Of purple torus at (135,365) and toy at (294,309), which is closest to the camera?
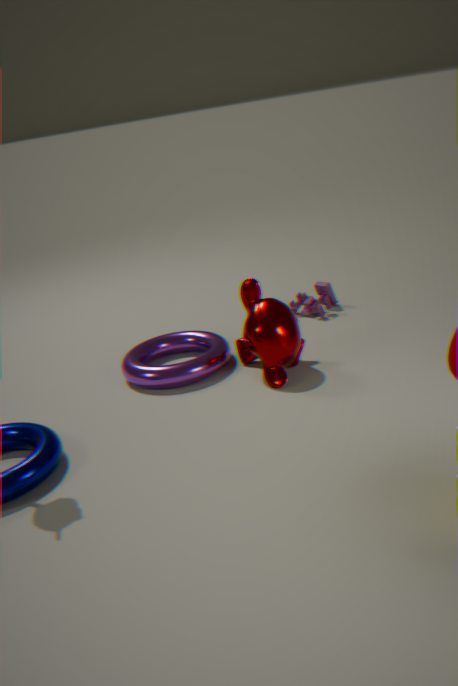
purple torus at (135,365)
